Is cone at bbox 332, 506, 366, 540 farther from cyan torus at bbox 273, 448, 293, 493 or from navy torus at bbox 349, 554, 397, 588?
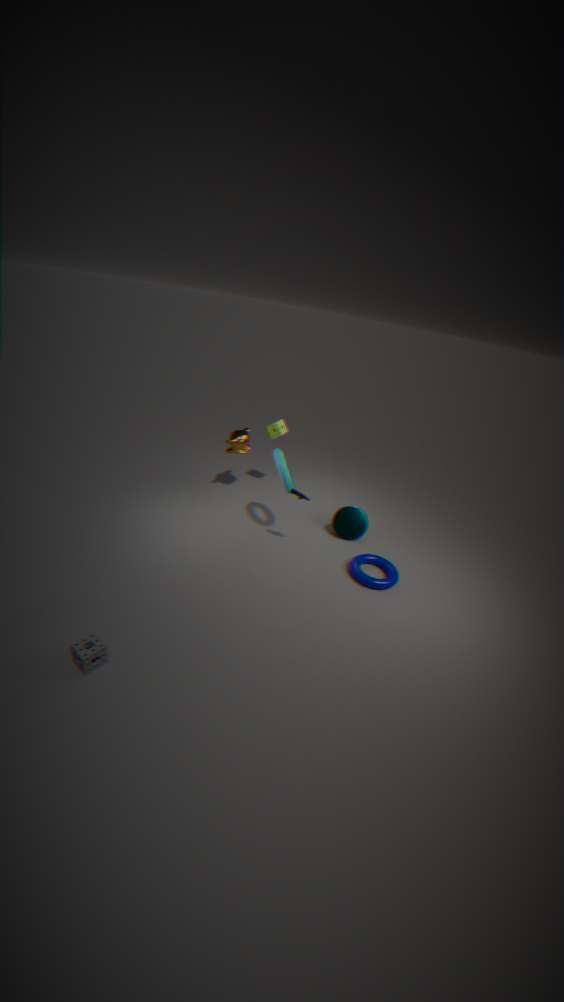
cyan torus at bbox 273, 448, 293, 493
